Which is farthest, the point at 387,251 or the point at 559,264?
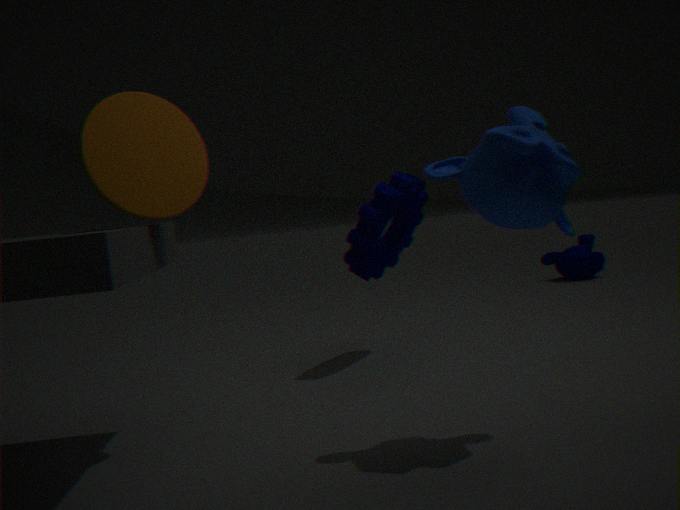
the point at 559,264
